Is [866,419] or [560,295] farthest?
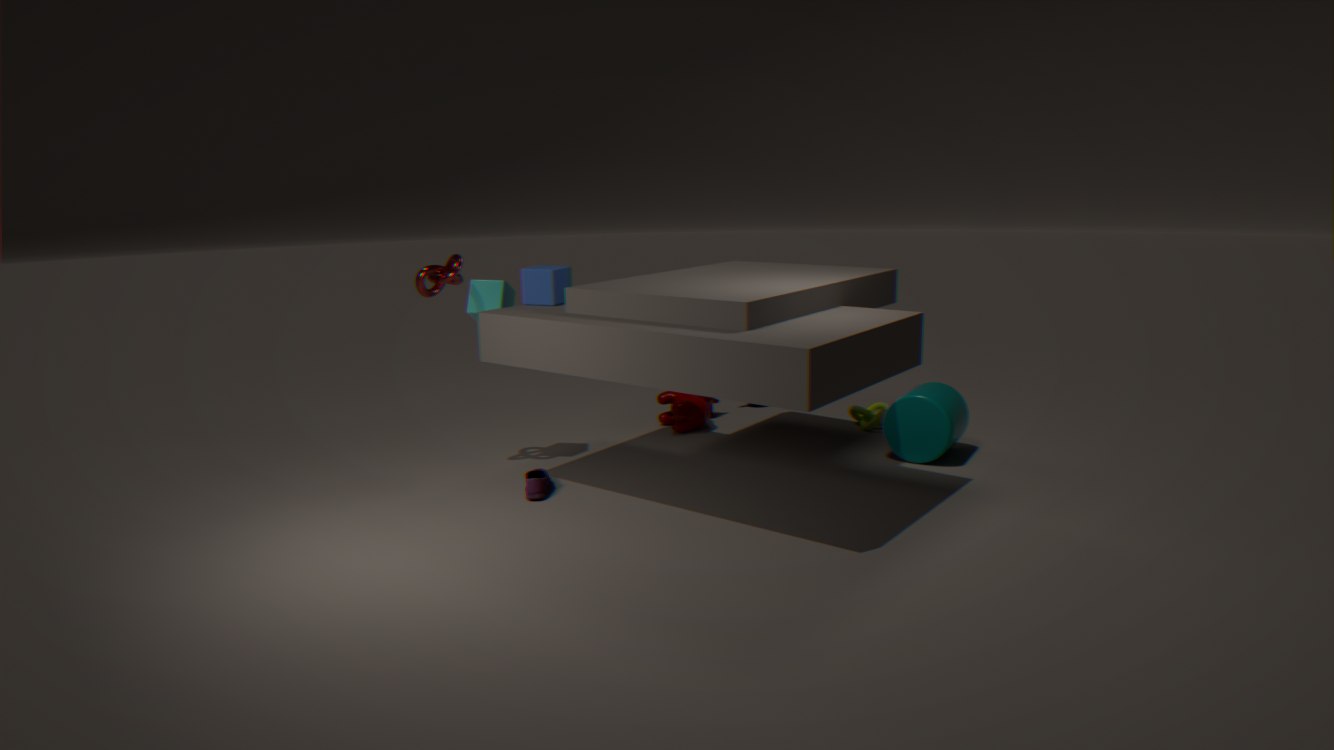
[866,419]
